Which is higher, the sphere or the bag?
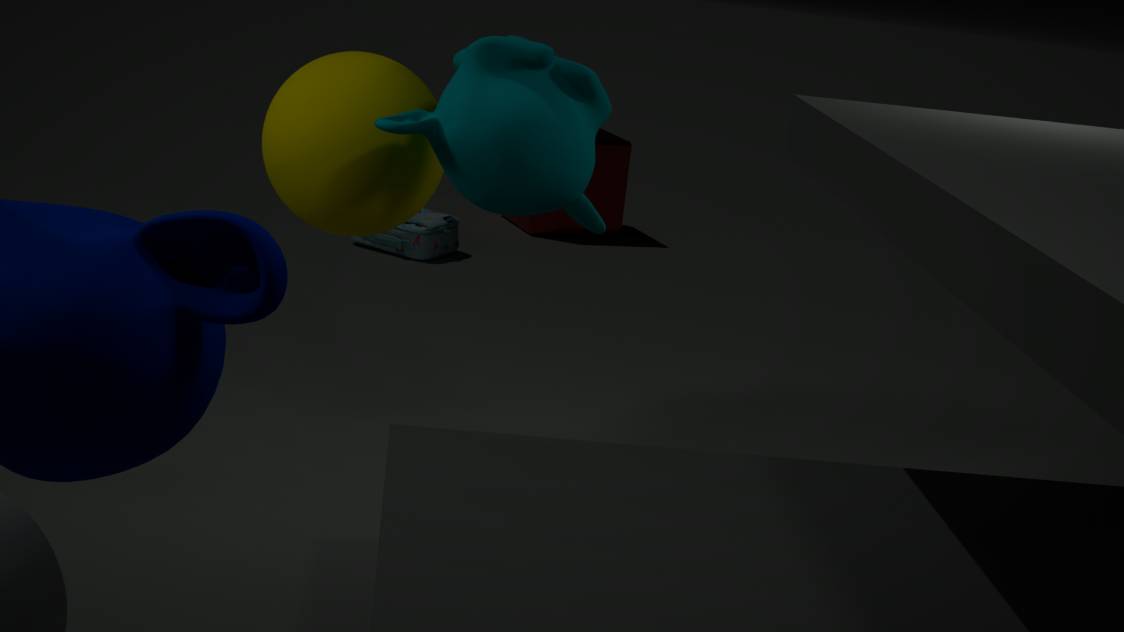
the sphere
